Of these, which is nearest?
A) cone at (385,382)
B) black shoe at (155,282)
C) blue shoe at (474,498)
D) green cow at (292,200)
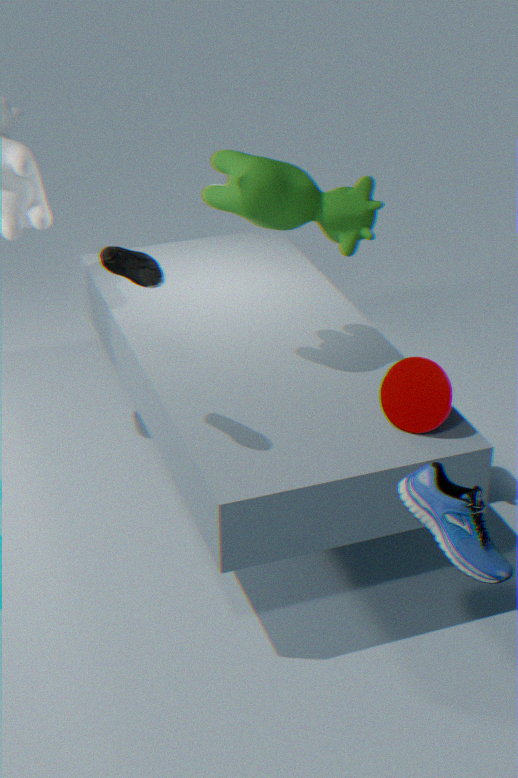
C. blue shoe at (474,498)
